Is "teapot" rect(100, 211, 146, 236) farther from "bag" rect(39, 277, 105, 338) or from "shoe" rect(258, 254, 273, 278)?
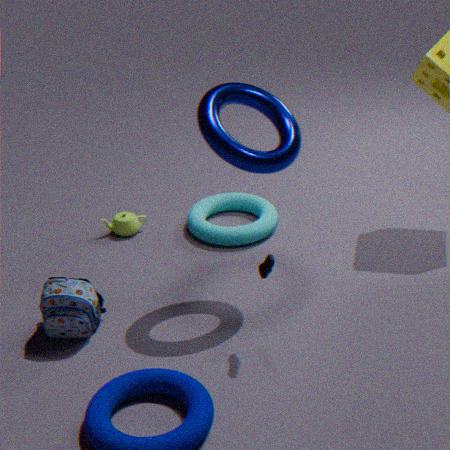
"shoe" rect(258, 254, 273, 278)
